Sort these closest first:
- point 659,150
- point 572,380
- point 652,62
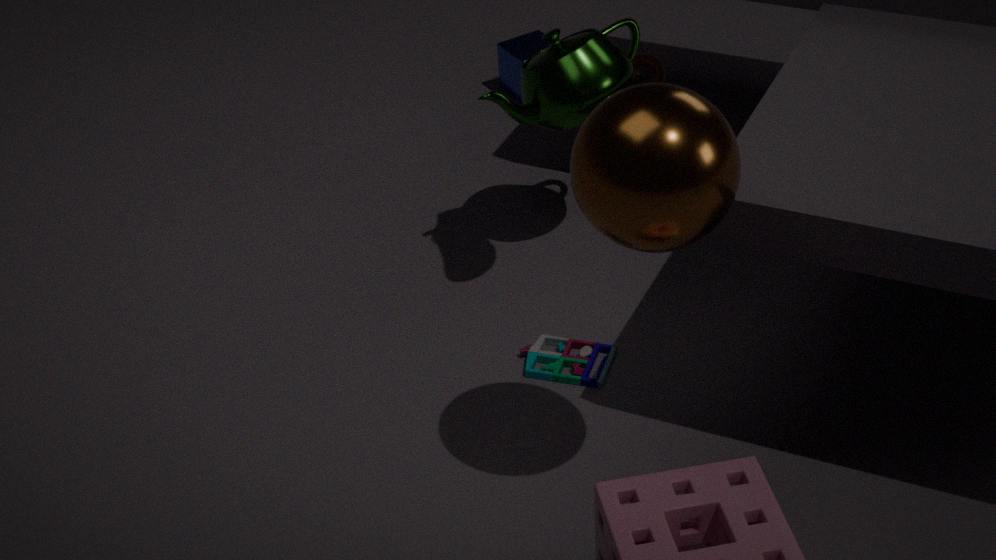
point 659,150 → point 572,380 → point 652,62
